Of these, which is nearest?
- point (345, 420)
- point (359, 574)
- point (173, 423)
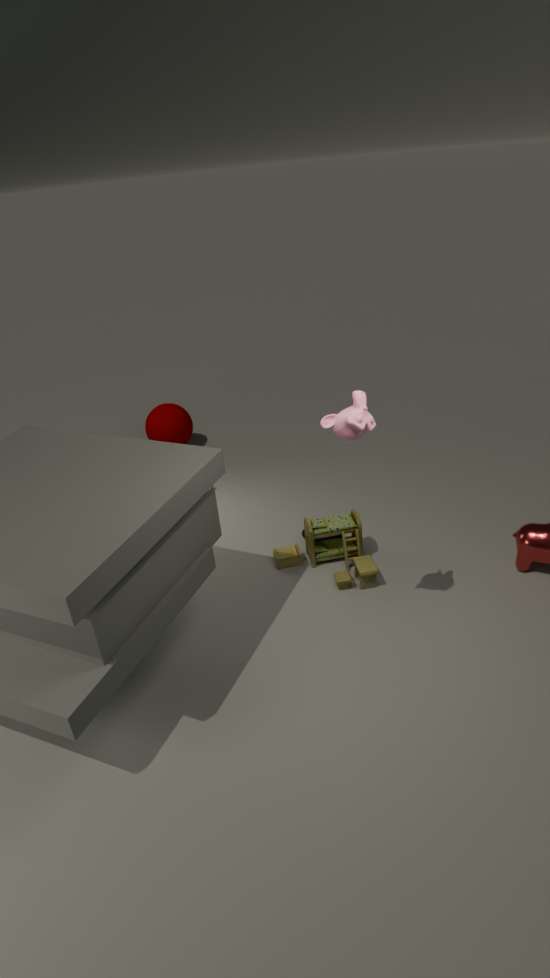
point (345, 420)
